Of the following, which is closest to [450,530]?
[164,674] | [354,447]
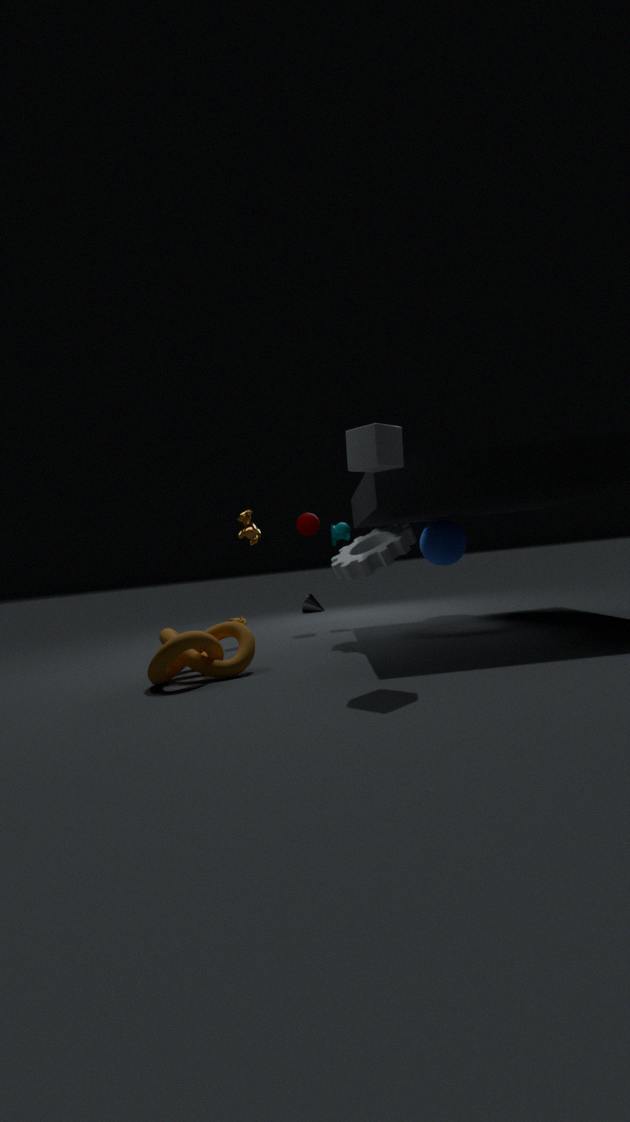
[354,447]
